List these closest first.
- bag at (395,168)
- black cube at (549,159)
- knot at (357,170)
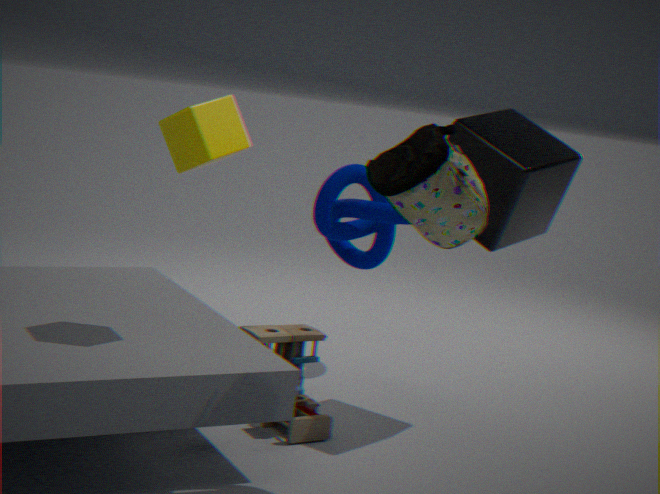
bag at (395,168)
black cube at (549,159)
knot at (357,170)
